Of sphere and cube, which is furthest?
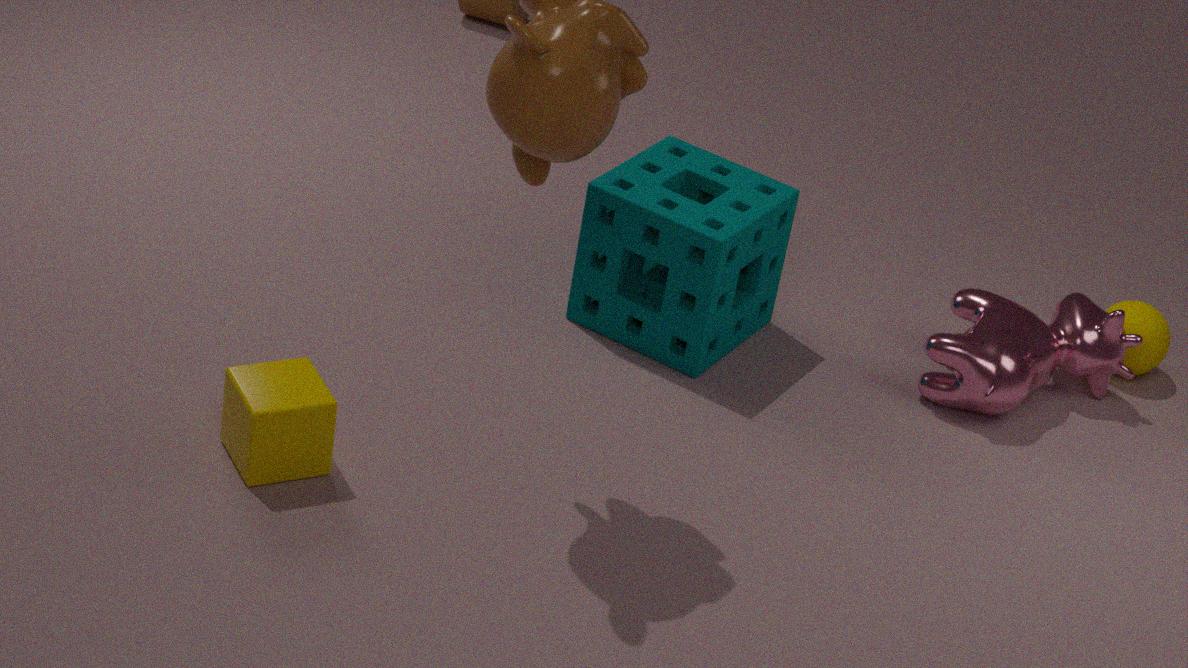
sphere
